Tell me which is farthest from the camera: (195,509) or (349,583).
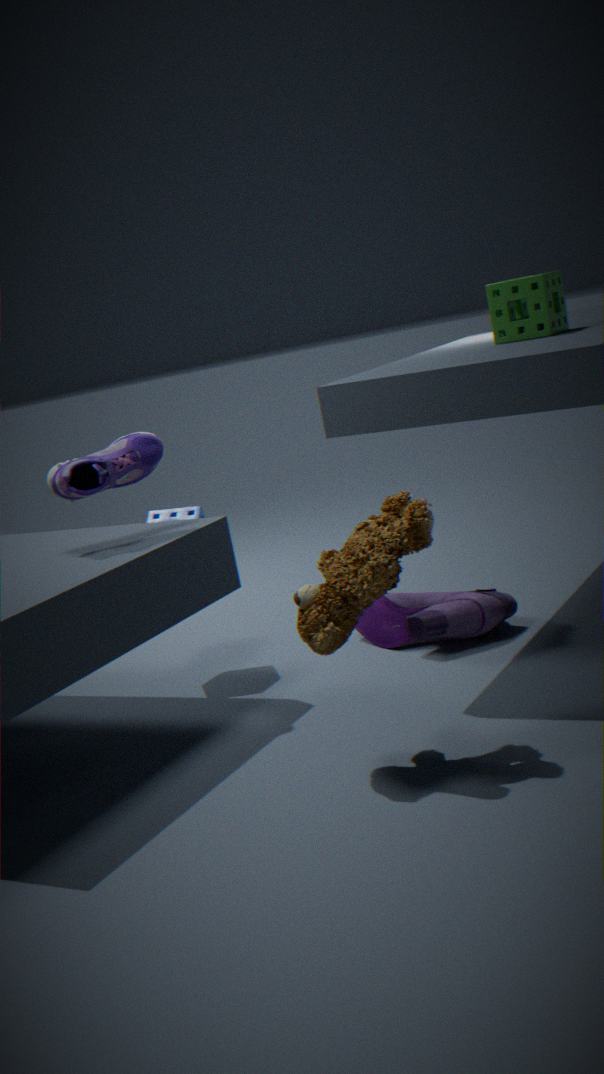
(195,509)
